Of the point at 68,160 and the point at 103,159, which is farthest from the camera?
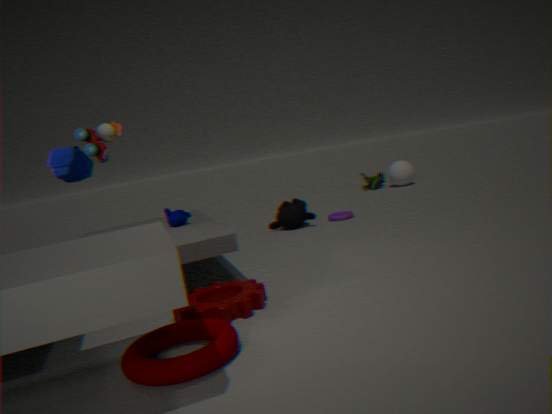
the point at 68,160
